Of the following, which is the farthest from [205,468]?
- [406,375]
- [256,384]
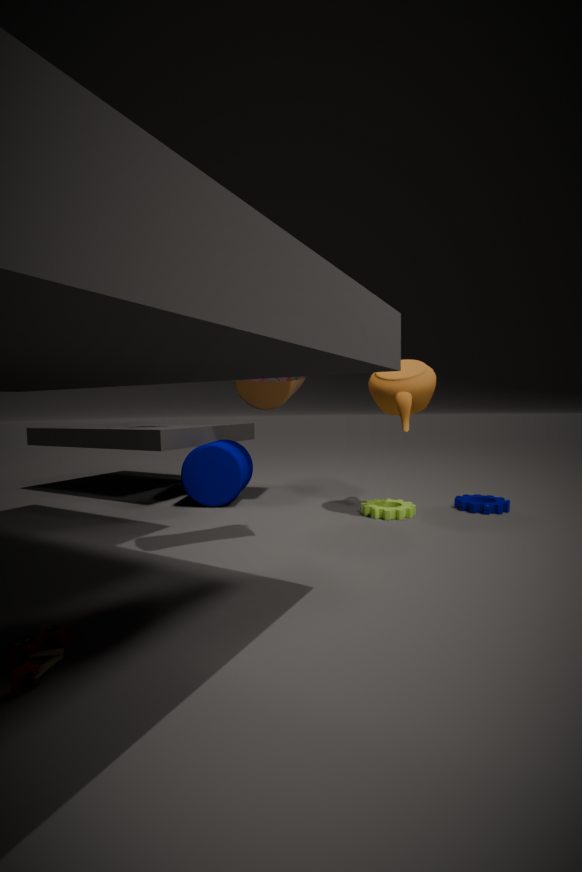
[406,375]
